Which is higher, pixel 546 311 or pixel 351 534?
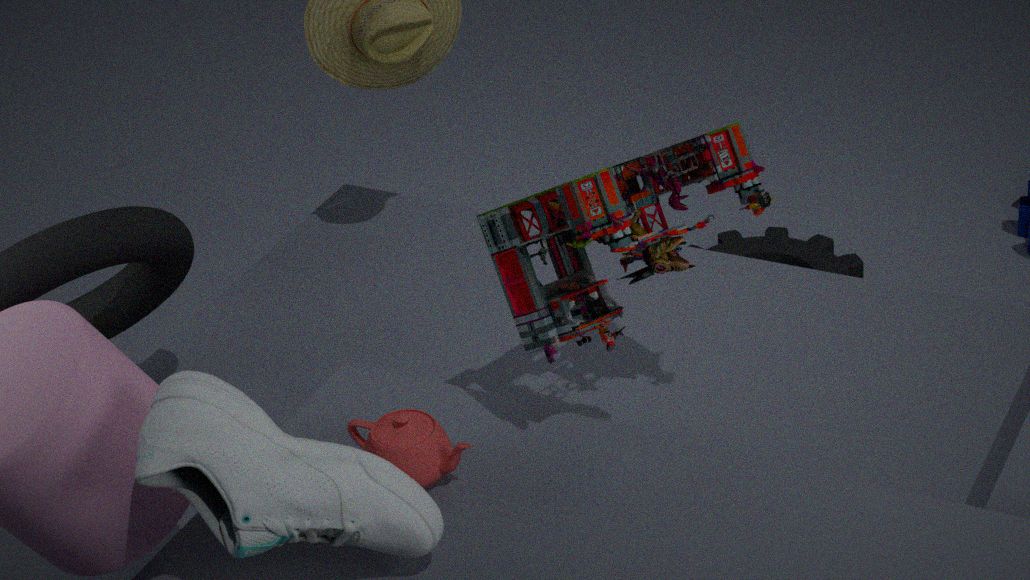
pixel 546 311
